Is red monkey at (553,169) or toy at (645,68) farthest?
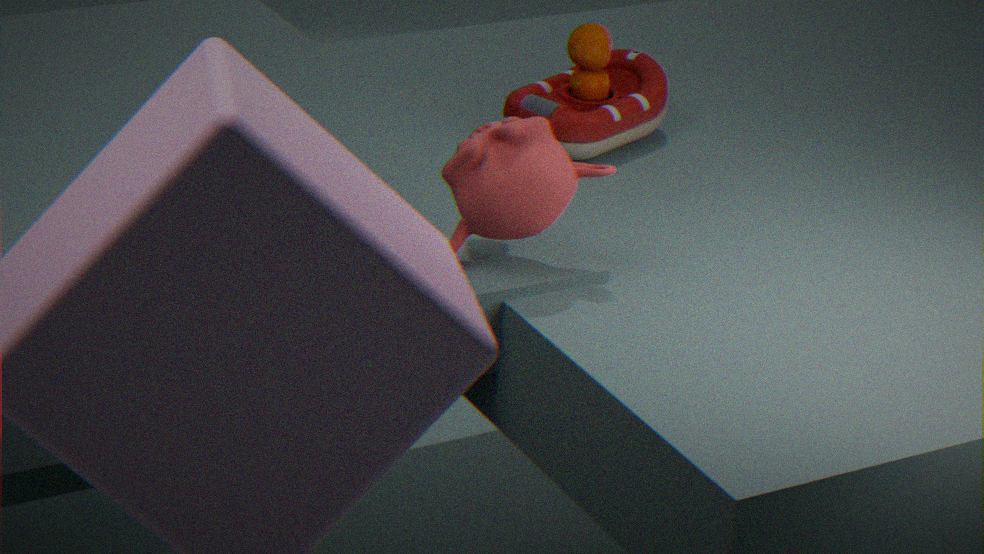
toy at (645,68)
